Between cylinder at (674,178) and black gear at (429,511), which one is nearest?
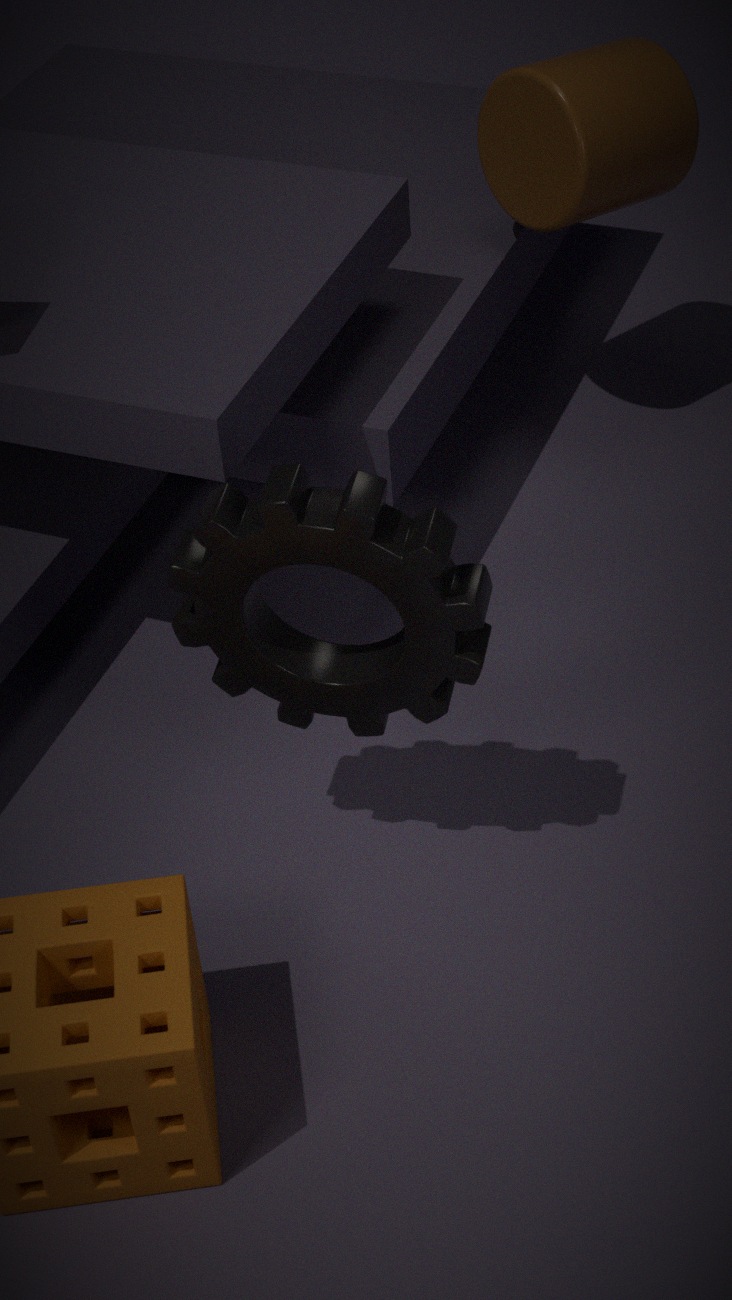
black gear at (429,511)
